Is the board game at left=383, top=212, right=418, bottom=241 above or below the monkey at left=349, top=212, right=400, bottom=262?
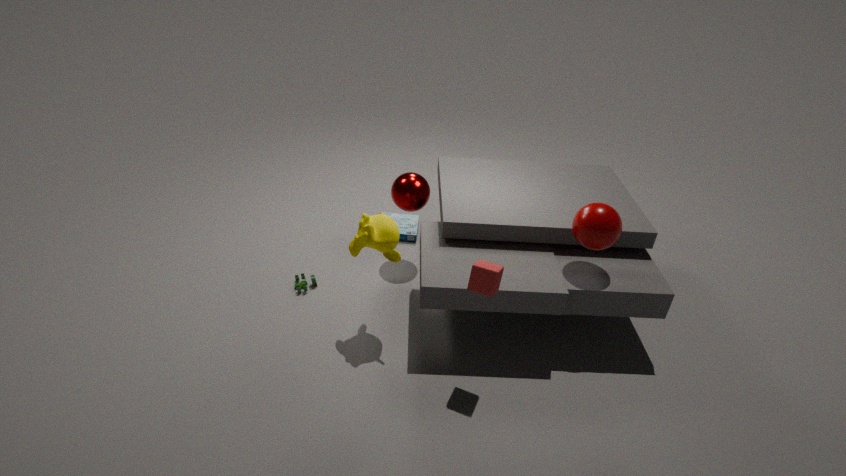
below
